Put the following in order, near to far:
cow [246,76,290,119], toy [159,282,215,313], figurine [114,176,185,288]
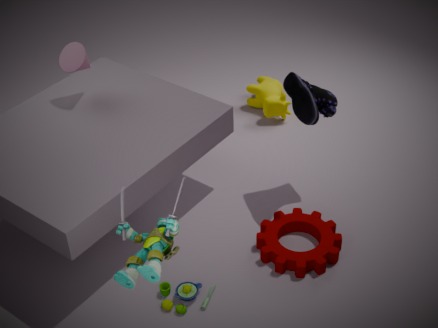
1. figurine [114,176,185,288]
2. toy [159,282,215,313]
3. cow [246,76,290,119]
